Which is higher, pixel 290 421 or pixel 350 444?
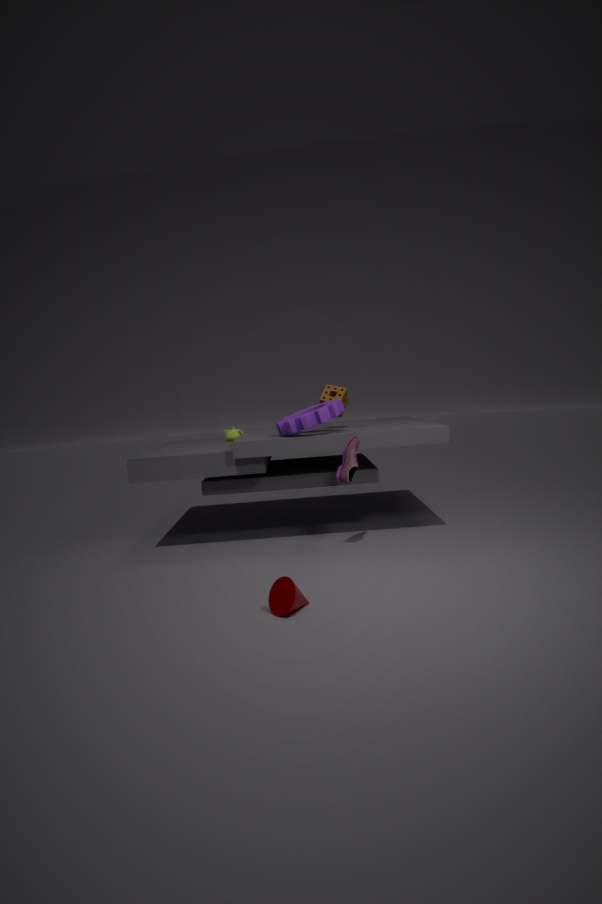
pixel 290 421
